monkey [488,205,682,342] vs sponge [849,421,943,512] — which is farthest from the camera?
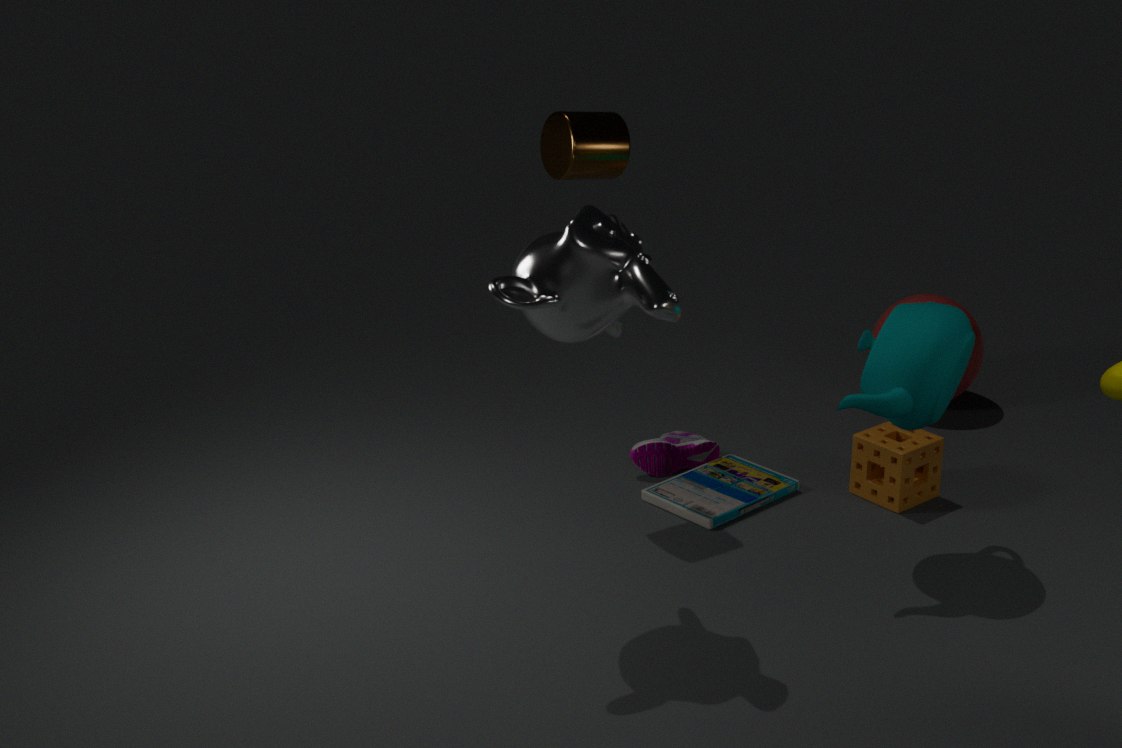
sponge [849,421,943,512]
